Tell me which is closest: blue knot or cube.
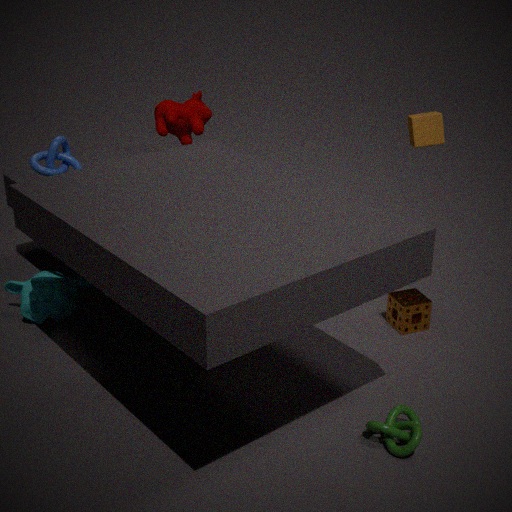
blue knot
